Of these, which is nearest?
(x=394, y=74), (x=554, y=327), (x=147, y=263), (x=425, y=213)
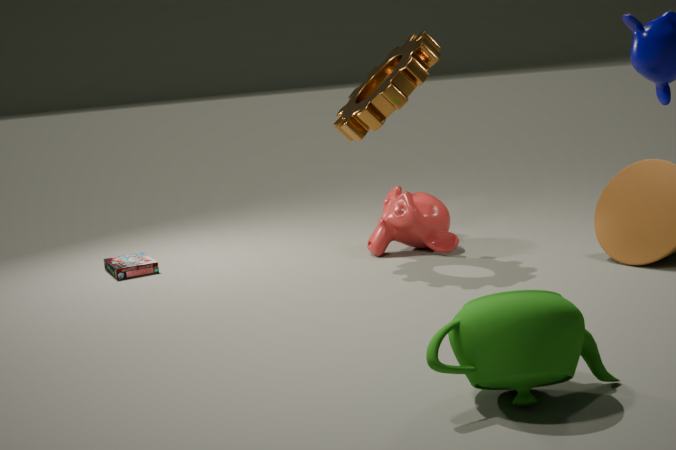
(x=554, y=327)
